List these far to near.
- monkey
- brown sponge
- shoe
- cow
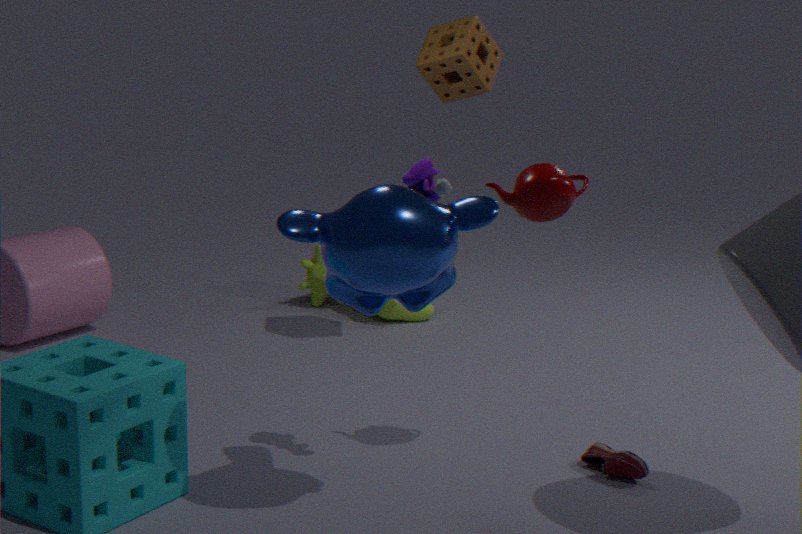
cow, brown sponge, shoe, monkey
